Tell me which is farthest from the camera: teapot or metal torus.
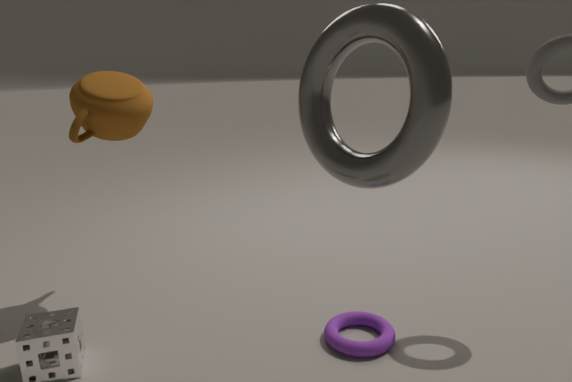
teapot
